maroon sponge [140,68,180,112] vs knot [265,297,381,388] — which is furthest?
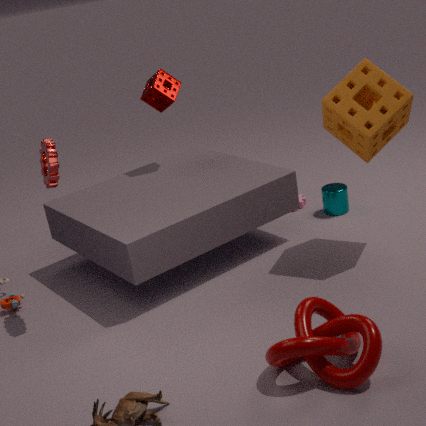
maroon sponge [140,68,180,112]
